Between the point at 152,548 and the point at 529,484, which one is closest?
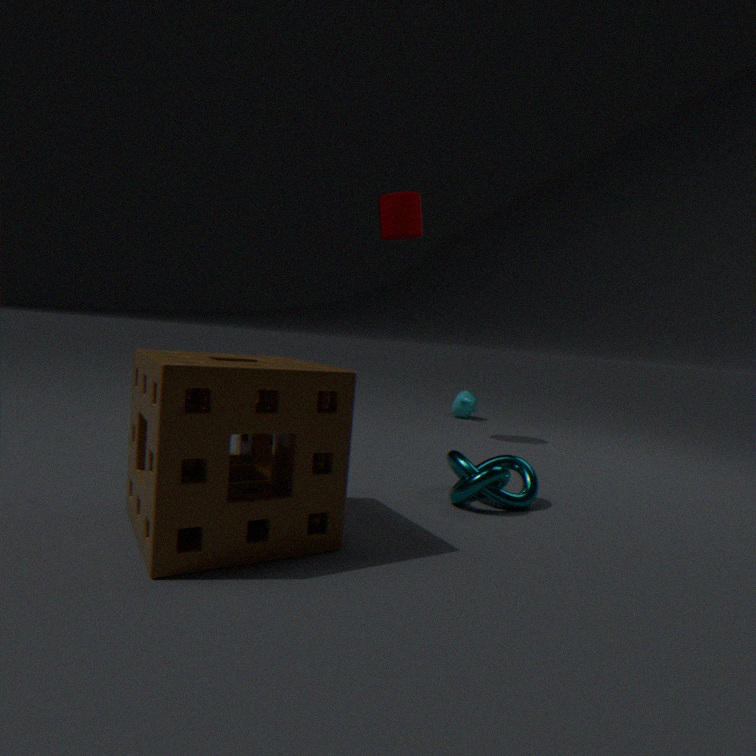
the point at 152,548
